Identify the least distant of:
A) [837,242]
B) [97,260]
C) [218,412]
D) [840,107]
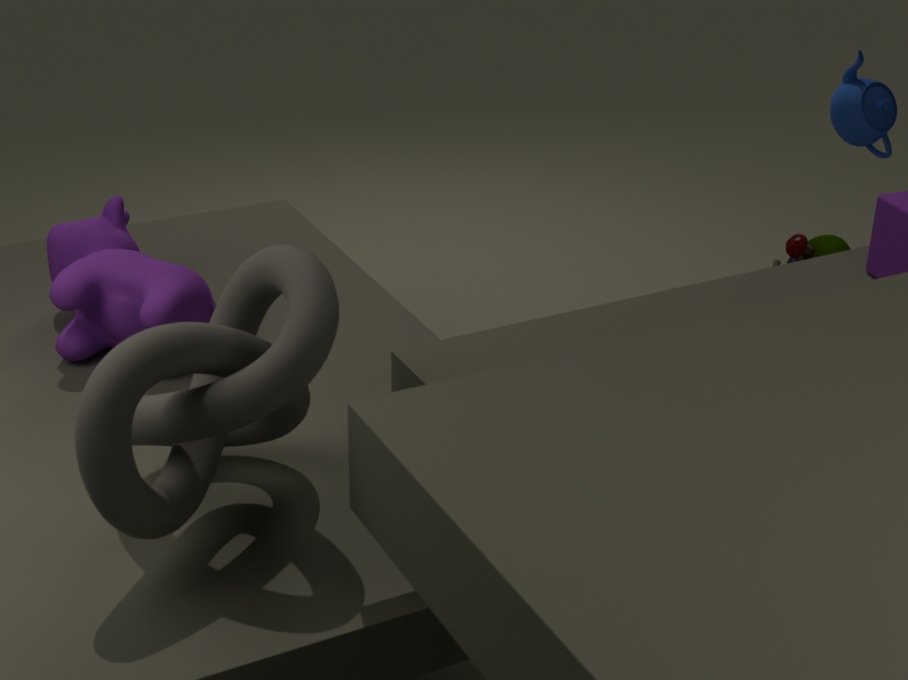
[218,412]
